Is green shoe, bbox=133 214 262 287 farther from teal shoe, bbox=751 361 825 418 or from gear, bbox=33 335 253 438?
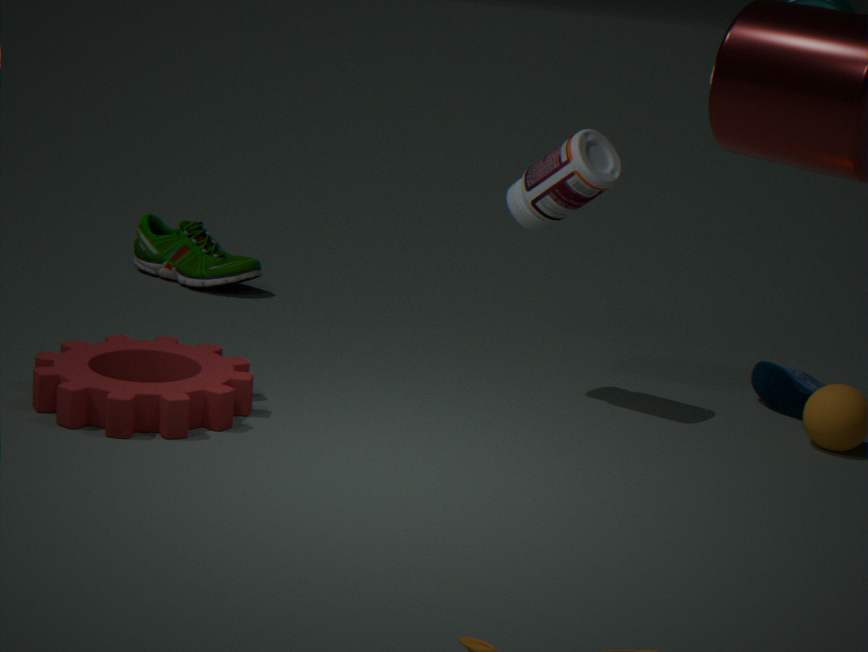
teal shoe, bbox=751 361 825 418
